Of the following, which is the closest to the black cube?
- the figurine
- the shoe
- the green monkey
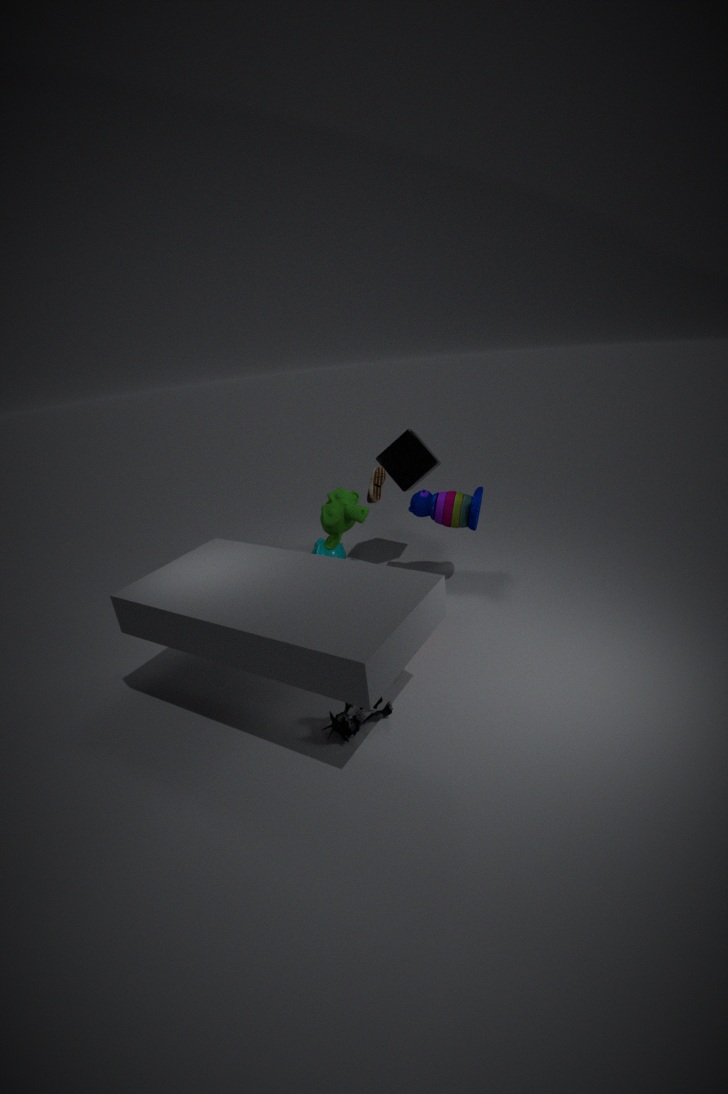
the shoe
